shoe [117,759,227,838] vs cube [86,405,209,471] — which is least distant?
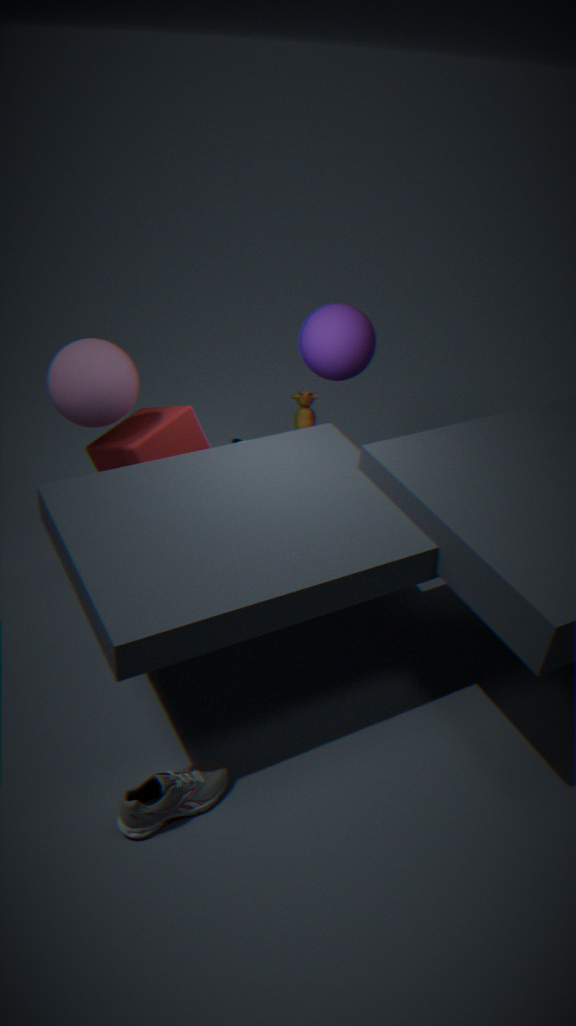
shoe [117,759,227,838]
